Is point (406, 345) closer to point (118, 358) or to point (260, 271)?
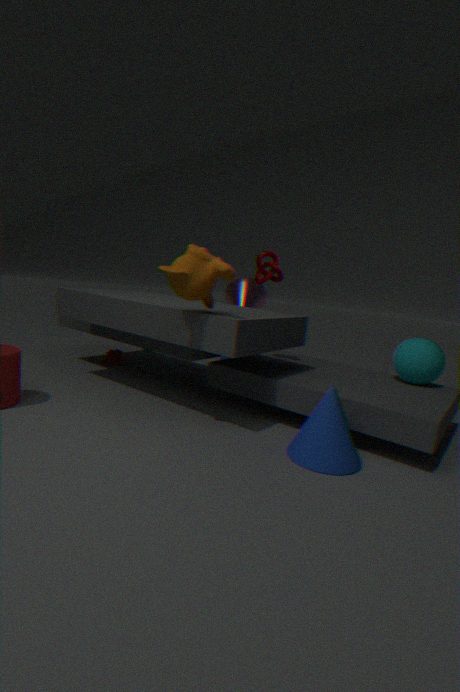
point (260, 271)
